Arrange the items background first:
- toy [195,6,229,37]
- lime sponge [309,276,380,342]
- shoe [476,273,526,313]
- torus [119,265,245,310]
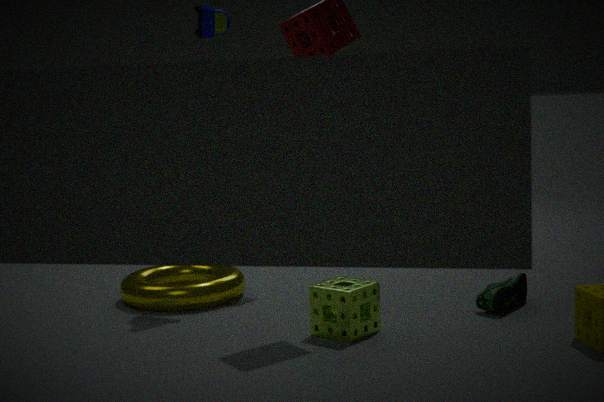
toy [195,6,229,37] → torus [119,265,245,310] → shoe [476,273,526,313] → lime sponge [309,276,380,342]
